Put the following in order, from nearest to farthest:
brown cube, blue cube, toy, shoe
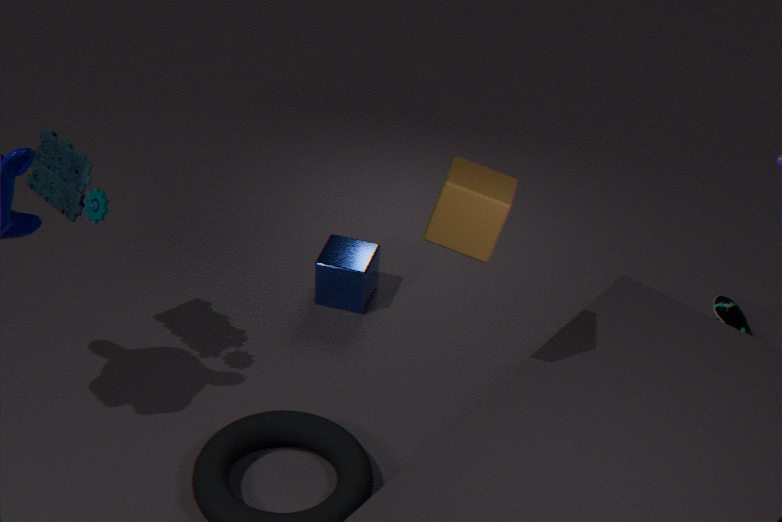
brown cube → toy → blue cube → shoe
